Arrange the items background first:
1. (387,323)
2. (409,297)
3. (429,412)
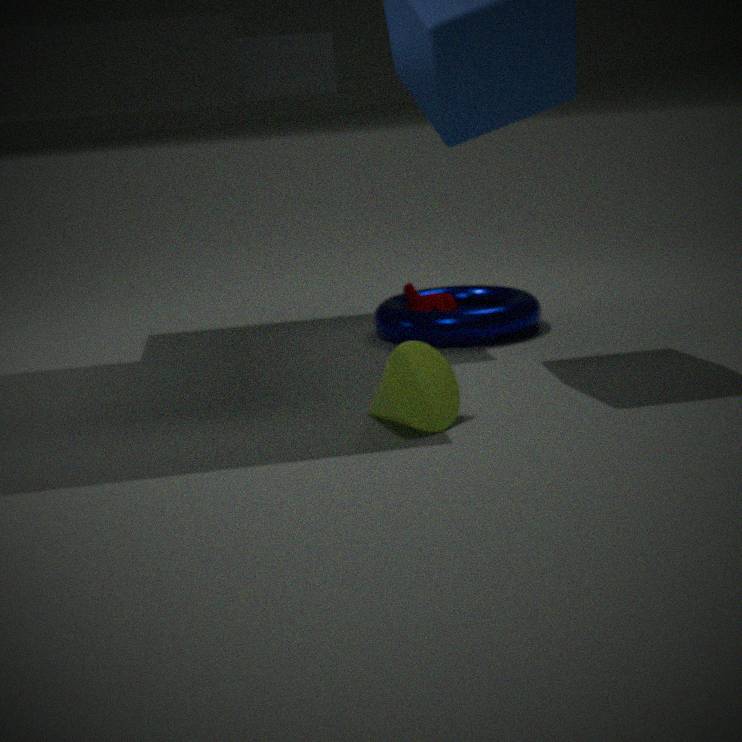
1. (409,297)
2. (387,323)
3. (429,412)
